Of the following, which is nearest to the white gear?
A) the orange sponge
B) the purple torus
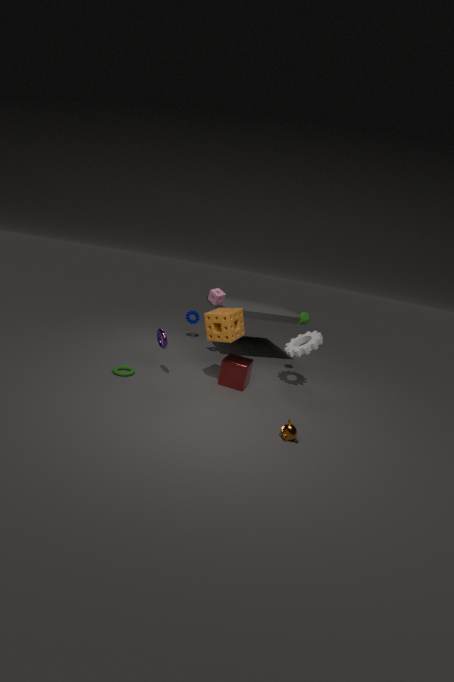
the orange sponge
